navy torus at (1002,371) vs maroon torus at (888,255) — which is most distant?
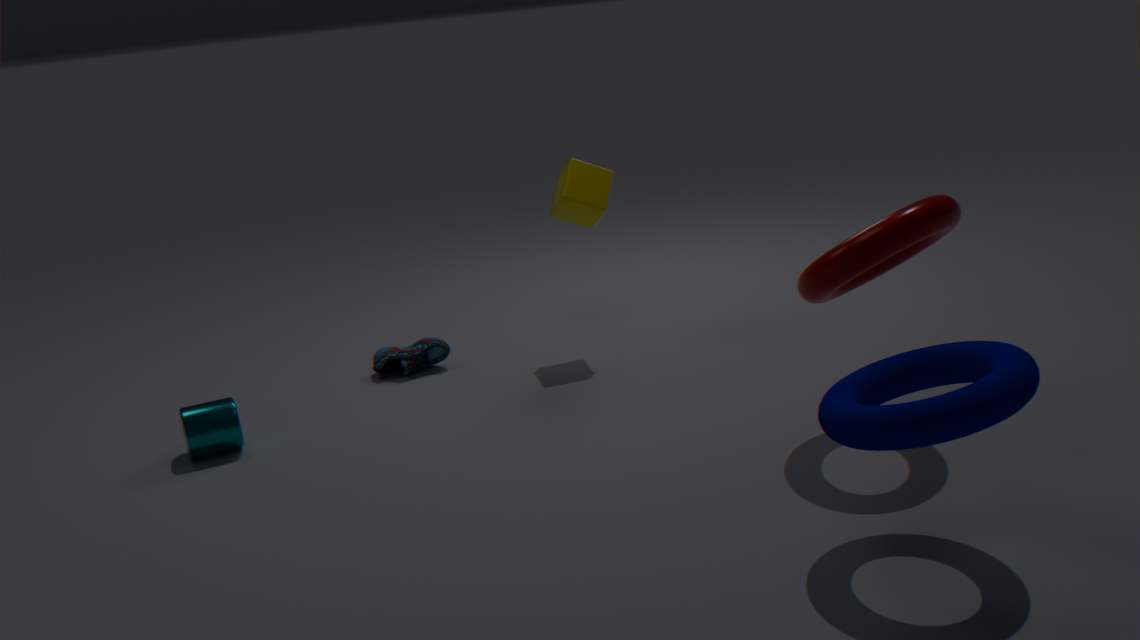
maroon torus at (888,255)
